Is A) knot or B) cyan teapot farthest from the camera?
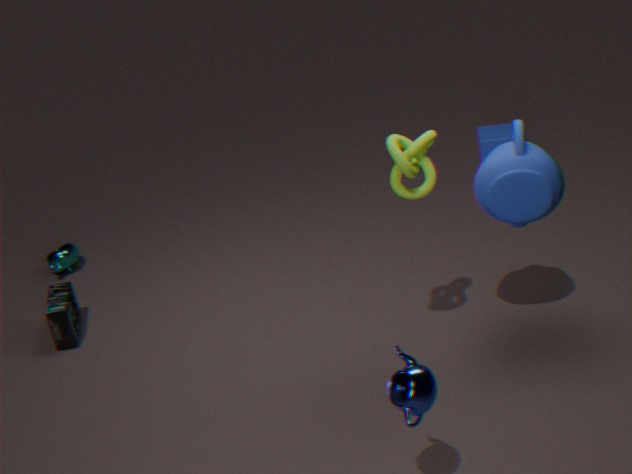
B. cyan teapot
